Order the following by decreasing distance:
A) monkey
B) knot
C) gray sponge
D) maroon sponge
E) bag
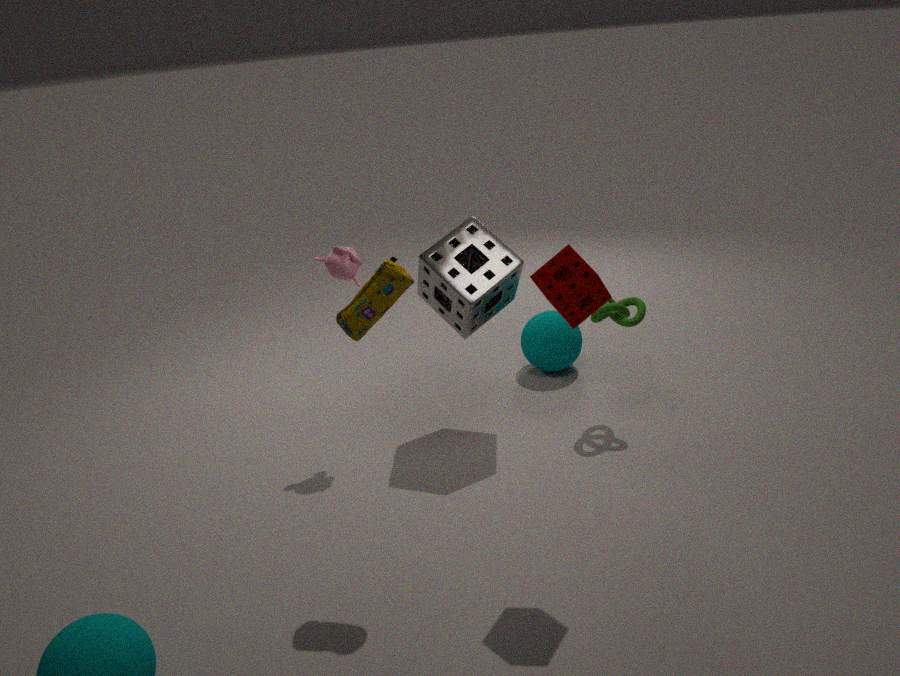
knot, monkey, gray sponge, bag, maroon sponge
